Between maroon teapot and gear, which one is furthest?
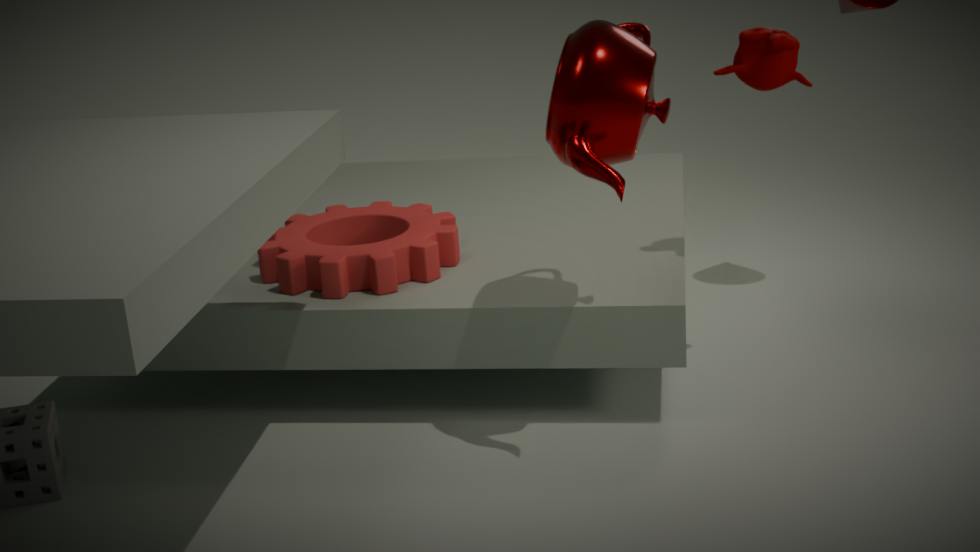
gear
